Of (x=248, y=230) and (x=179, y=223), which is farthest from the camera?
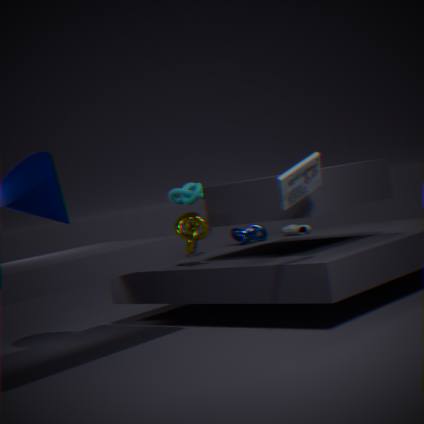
(x=248, y=230)
